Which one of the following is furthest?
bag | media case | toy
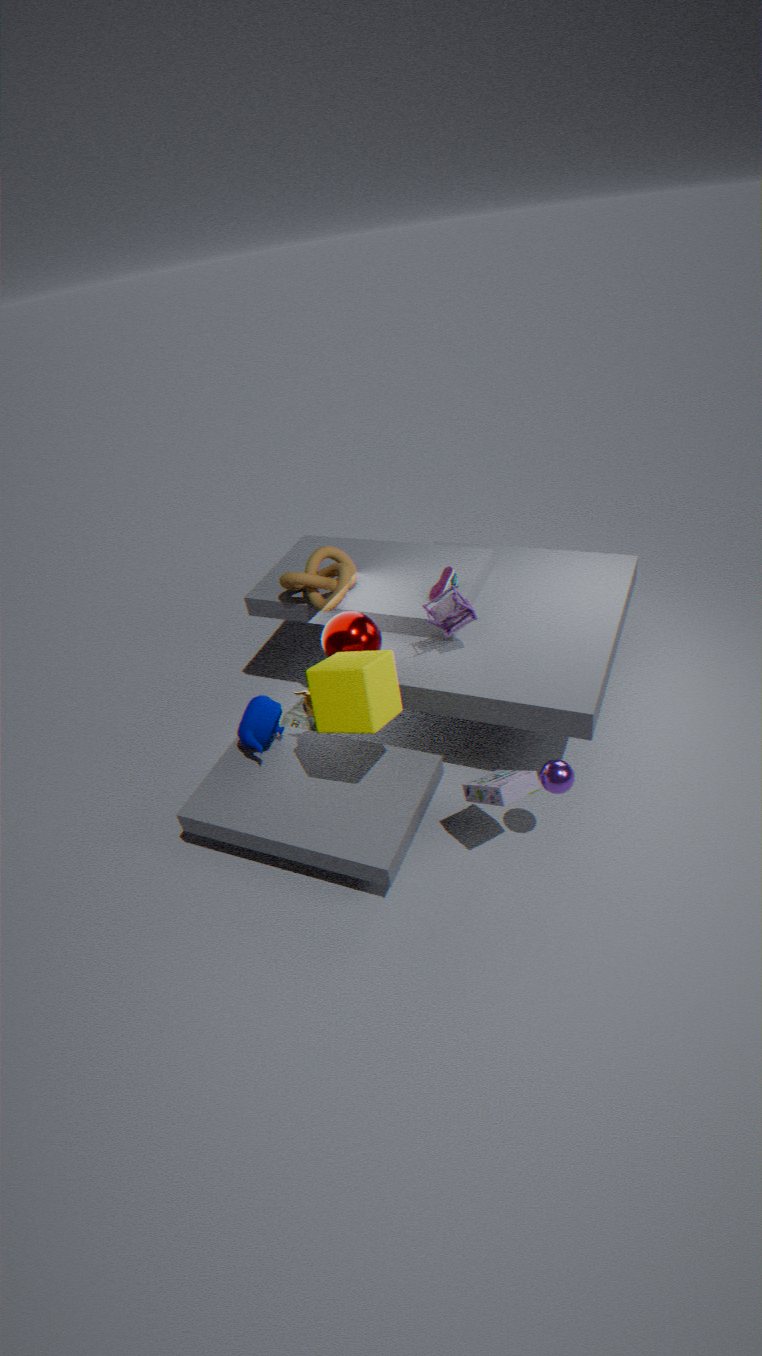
bag
